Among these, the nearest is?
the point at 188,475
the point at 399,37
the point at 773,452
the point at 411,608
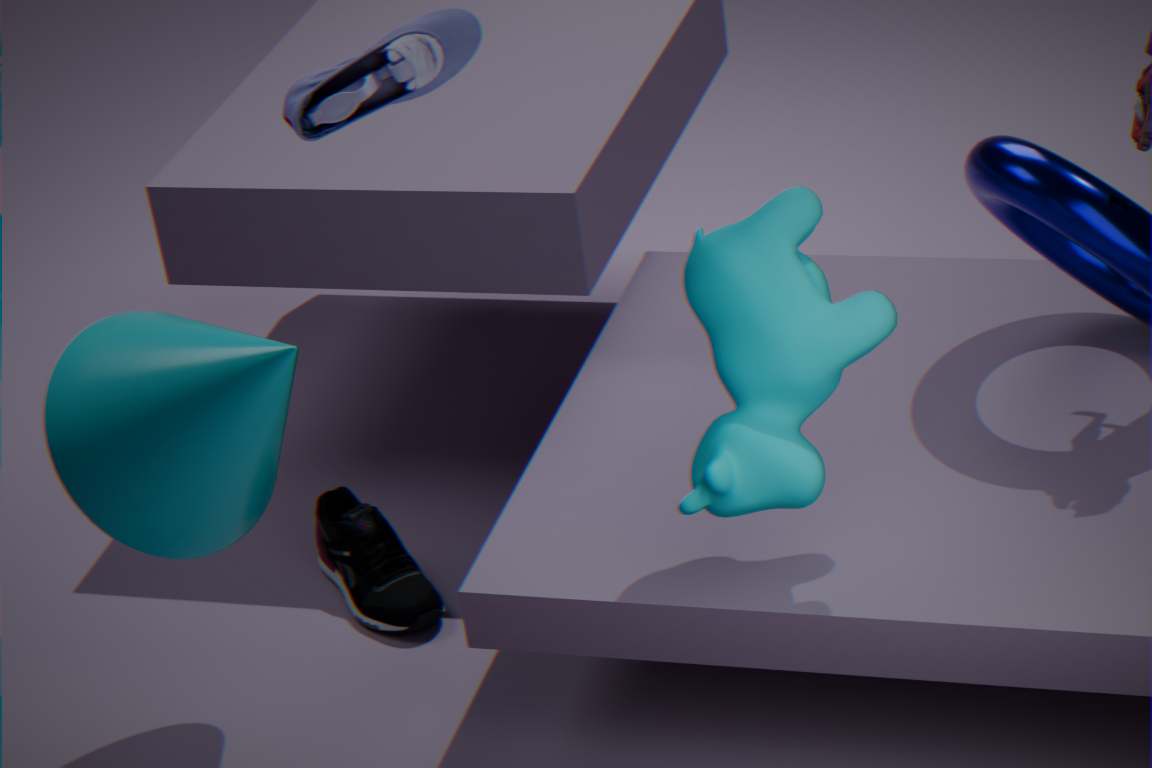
the point at 773,452
